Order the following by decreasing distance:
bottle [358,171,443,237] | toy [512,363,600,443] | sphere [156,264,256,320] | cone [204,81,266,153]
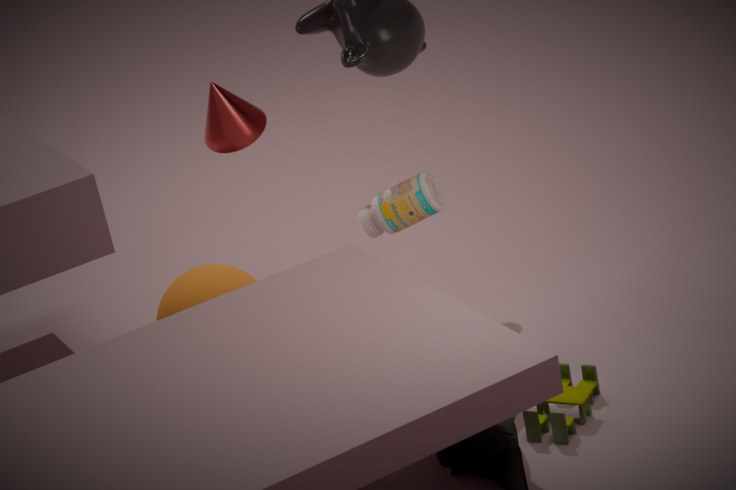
→ cone [204,81,266,153]
sphere [156,264,256,320]
bottle [358,171,443,237]
toy [512,363,600,443]
